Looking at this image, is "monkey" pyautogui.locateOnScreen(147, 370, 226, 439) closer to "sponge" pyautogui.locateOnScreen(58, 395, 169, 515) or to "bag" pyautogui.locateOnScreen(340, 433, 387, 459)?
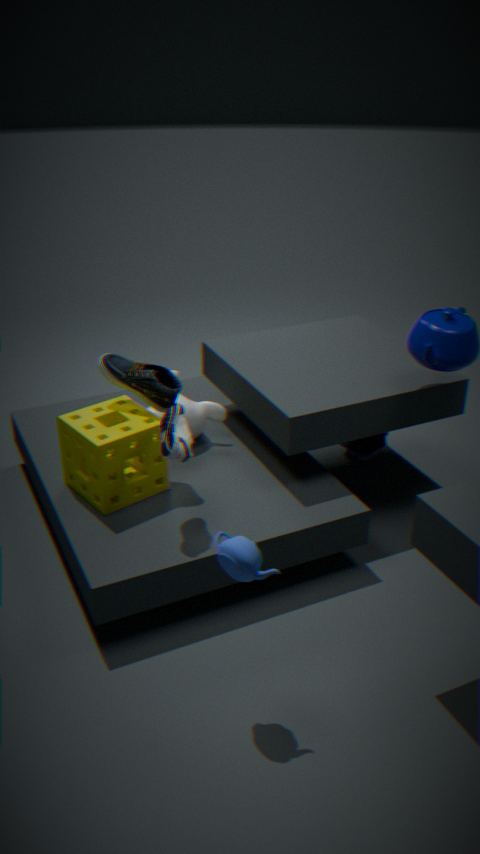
"sponge" pyautogui.locateOnScreen(58, 395, 169, 515)
